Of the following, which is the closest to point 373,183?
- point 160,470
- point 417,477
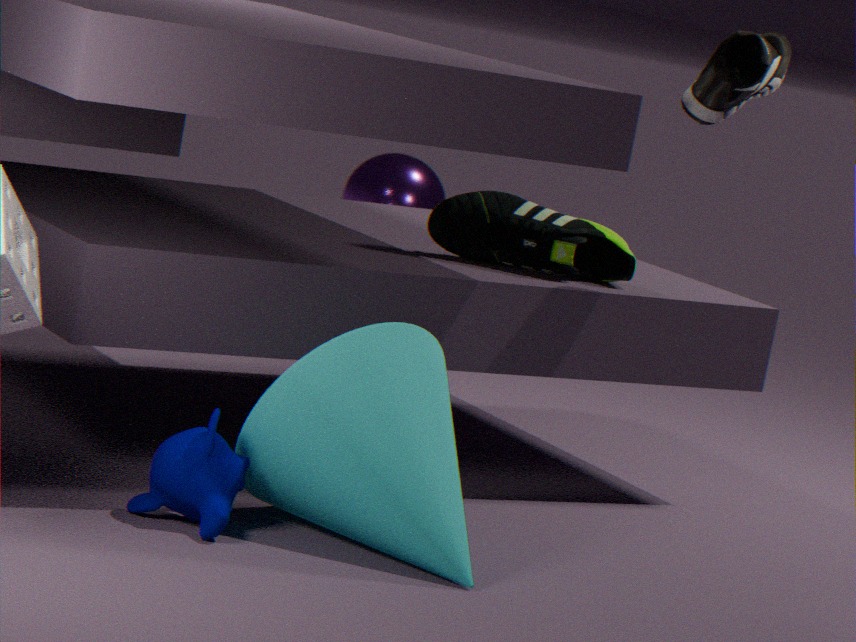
point 417,477
